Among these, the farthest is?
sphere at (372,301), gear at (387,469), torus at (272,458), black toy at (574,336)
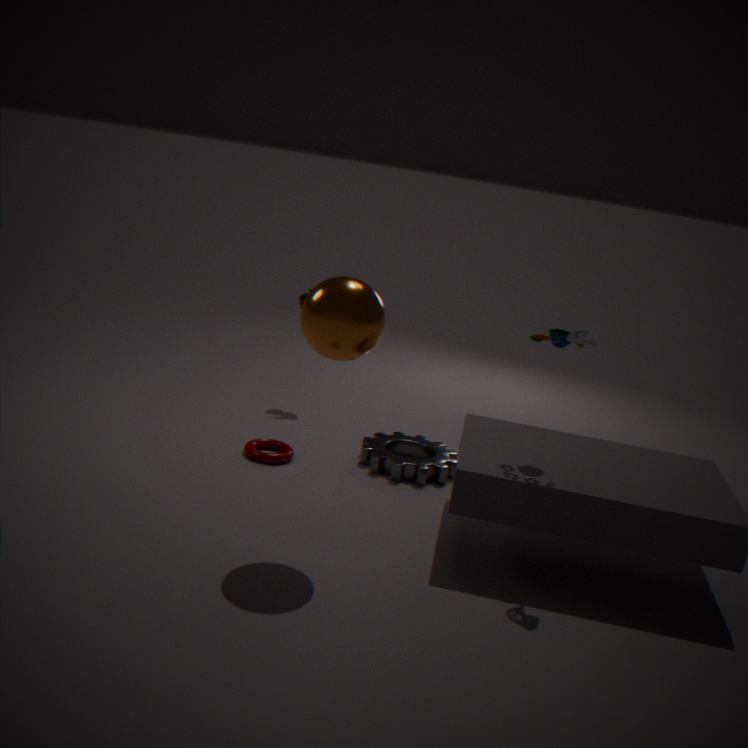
gear at (387,469)
